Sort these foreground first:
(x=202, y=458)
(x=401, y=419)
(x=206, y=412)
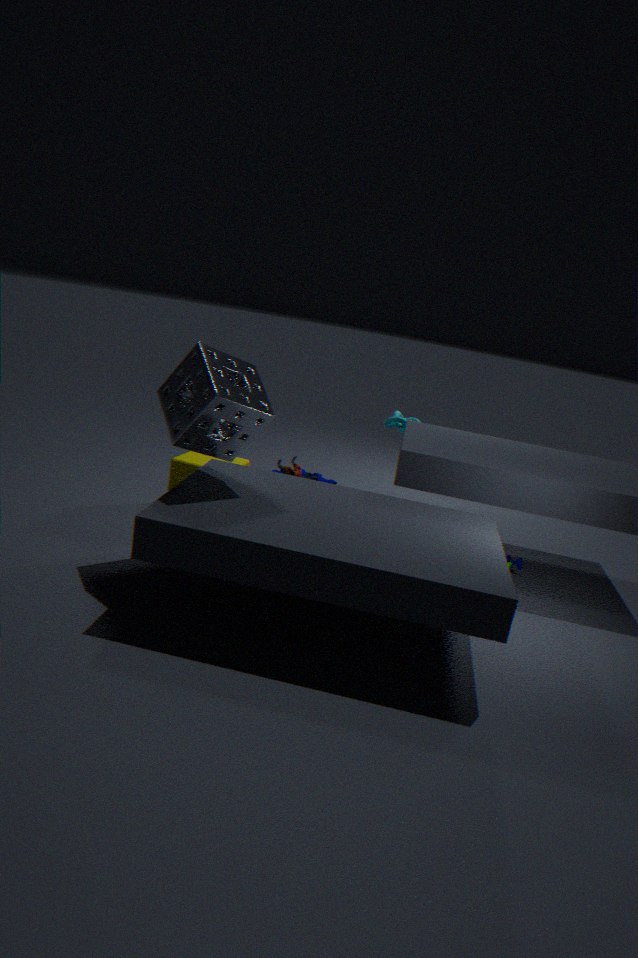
1. (x=206, y=412)
2. (x=202, y=458)
3. (x=401, y=419)
